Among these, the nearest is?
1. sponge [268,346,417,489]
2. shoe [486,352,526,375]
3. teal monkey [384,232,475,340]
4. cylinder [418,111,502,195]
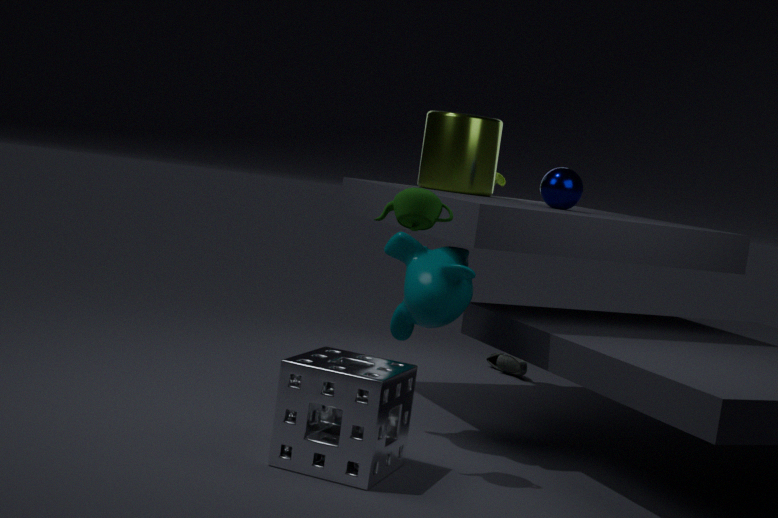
sponge [268,346,417,489]
